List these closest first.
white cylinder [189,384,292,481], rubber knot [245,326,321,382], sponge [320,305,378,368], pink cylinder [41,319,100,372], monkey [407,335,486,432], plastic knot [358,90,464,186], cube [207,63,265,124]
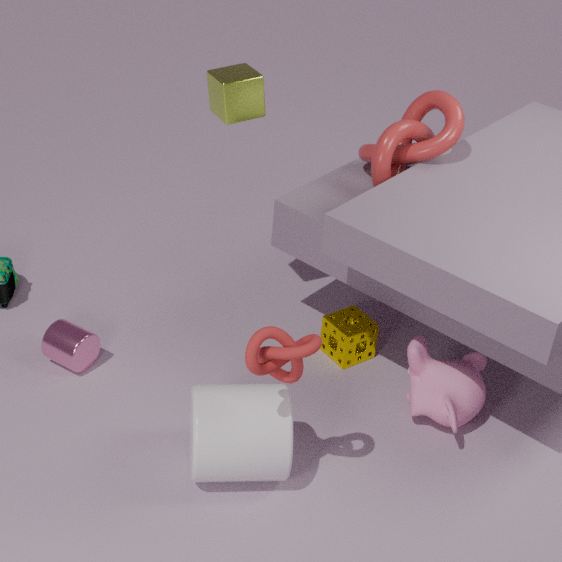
1. rubber knot [245,326,321,382]
2. white cylinder [189,384,292,481]
3. monkey [407,335,486,432]
4. cube [207,63,265,124]
5. pink cylinder [41,319,100,372]
6. plastic knot [358,90,464,186]
7. sponge [320,305,378,368]
